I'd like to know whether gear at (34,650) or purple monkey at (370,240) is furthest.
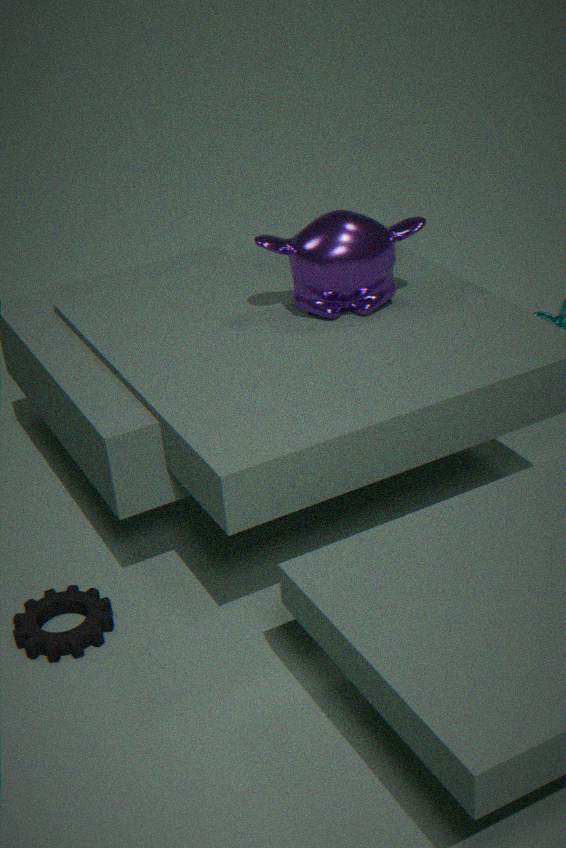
purple monkey at (370,240)
